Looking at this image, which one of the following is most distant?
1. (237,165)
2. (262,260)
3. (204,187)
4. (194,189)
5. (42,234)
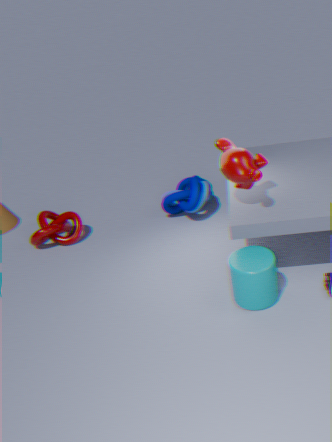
(204,187)
